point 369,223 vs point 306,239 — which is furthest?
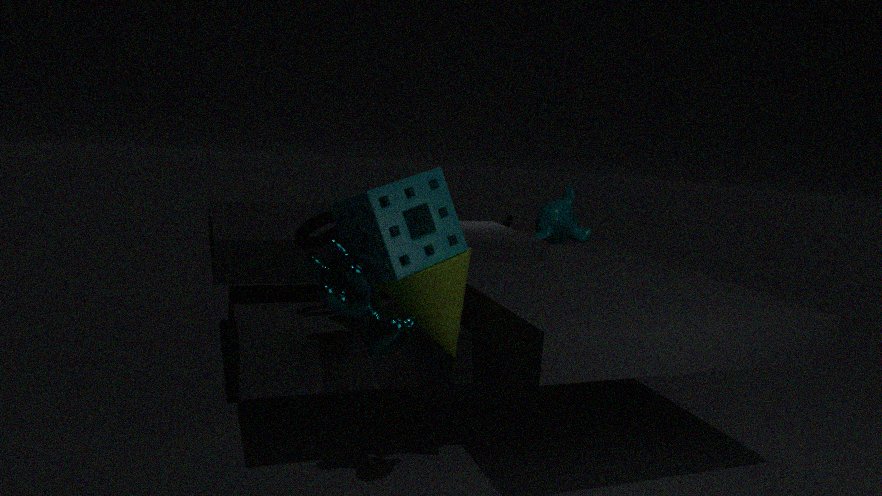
point 306,239
